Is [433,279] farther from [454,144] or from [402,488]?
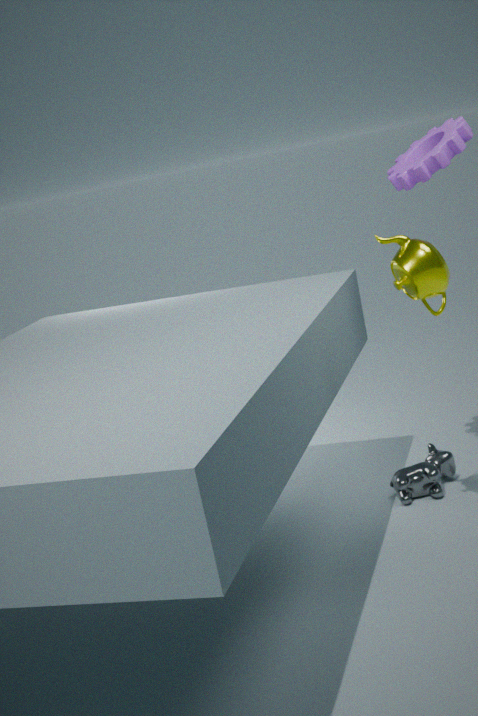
[402,488]
